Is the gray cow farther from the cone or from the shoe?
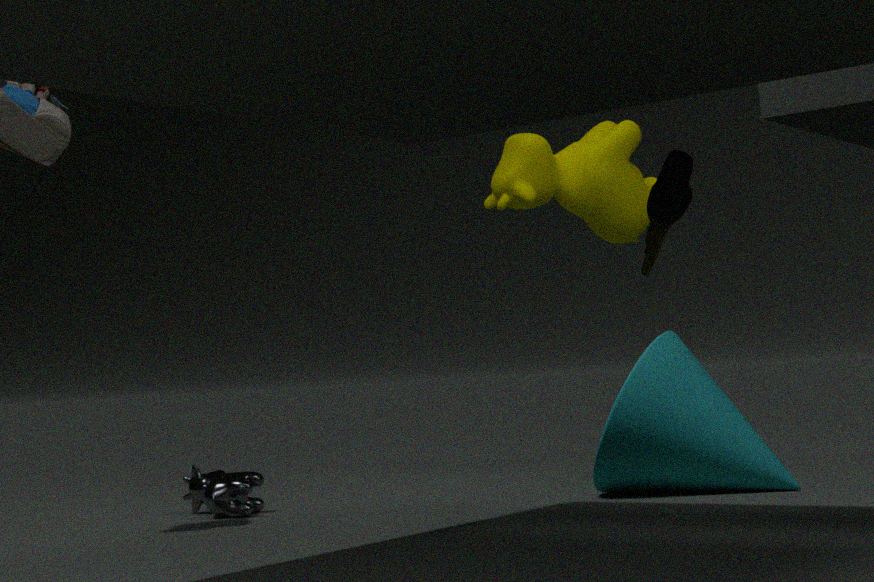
the shoe
